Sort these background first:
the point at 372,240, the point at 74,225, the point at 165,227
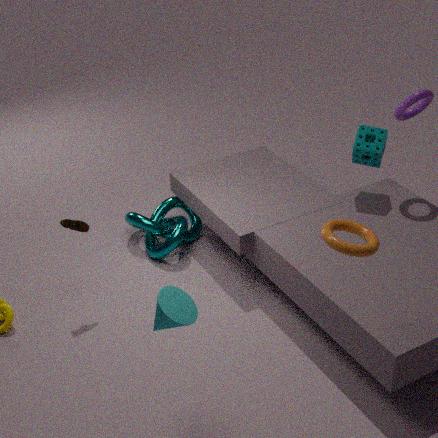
the point at 165,227 → the point at 74,225 → the point at 372,240
